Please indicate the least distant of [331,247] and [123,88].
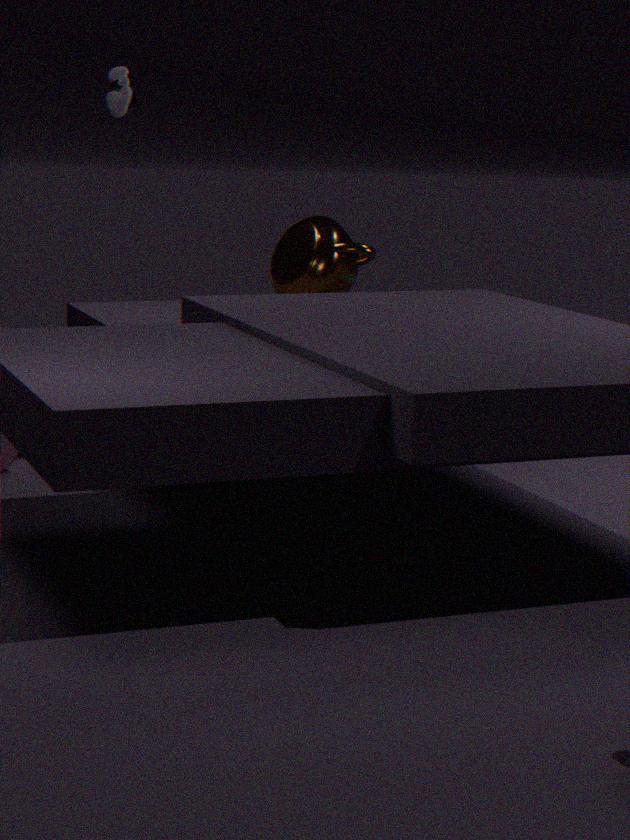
[123,88]
